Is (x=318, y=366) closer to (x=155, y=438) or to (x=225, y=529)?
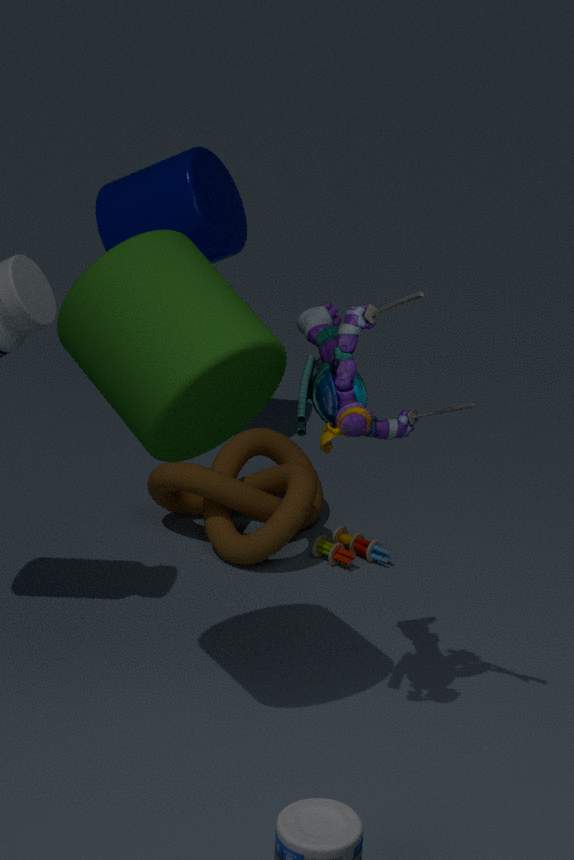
(x=155, y=438)
